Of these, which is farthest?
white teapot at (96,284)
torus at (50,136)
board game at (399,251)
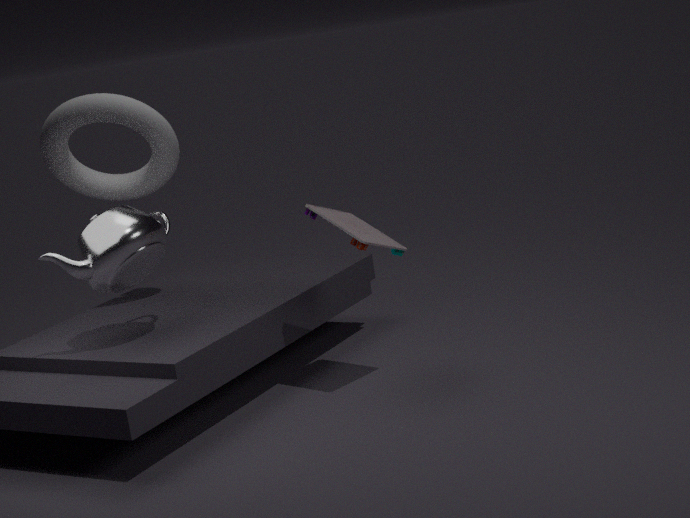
torus at (50,136)
